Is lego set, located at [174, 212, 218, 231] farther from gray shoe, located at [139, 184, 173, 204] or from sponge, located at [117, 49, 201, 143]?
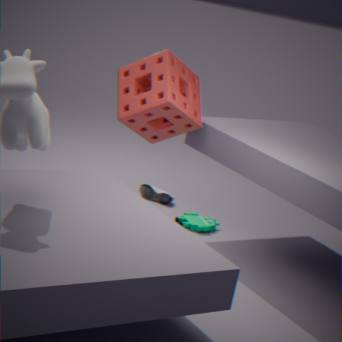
sponge, located at [117, 49, 201, 143]
